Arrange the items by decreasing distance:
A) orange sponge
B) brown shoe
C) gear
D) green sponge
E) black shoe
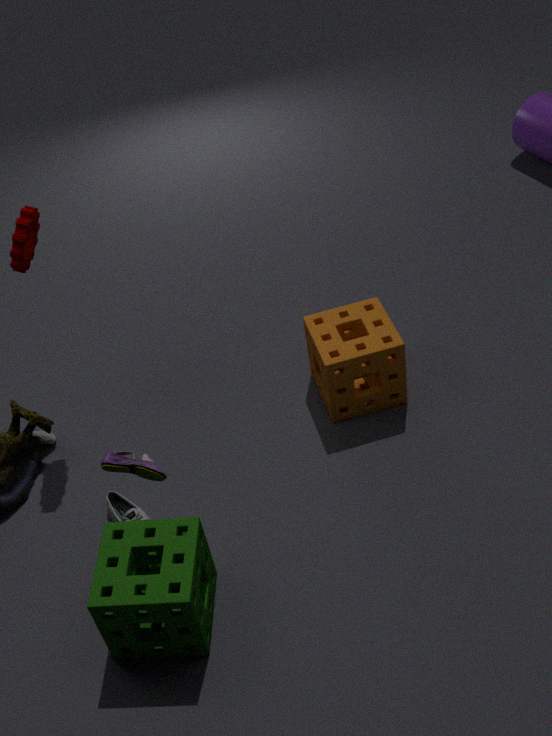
1. orange sponge
2. black shoe
3. gear
4. brown shoe
5. green sponge
